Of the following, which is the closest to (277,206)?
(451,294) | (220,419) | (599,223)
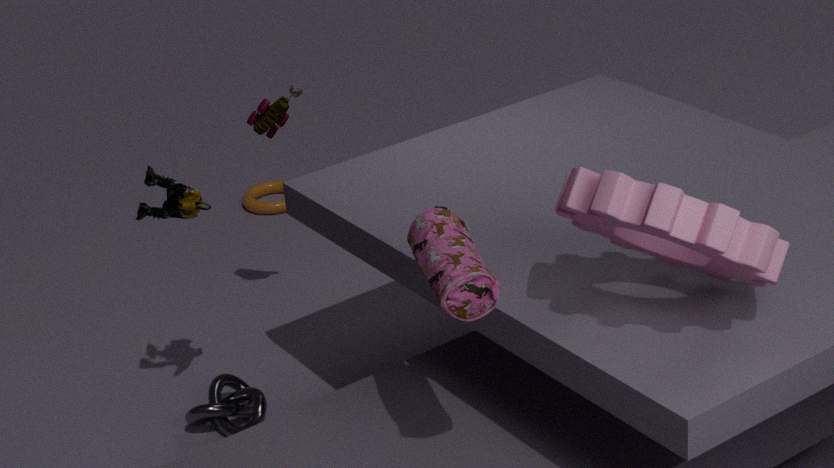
(220,419)
